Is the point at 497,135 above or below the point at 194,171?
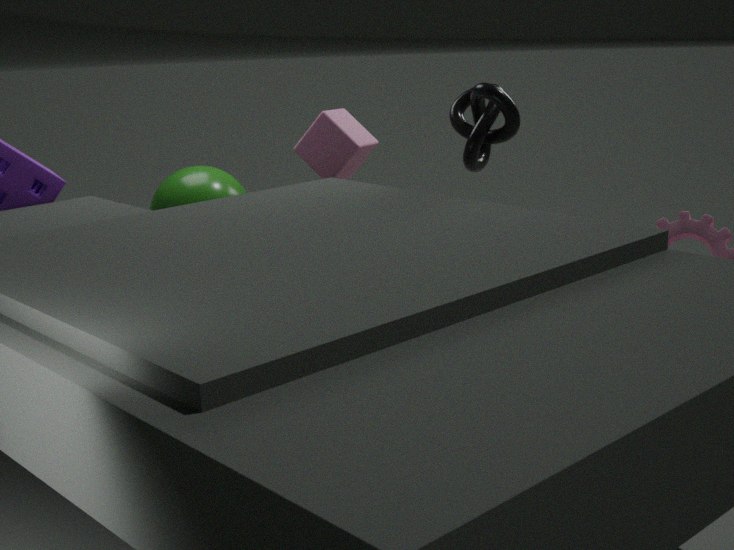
above
